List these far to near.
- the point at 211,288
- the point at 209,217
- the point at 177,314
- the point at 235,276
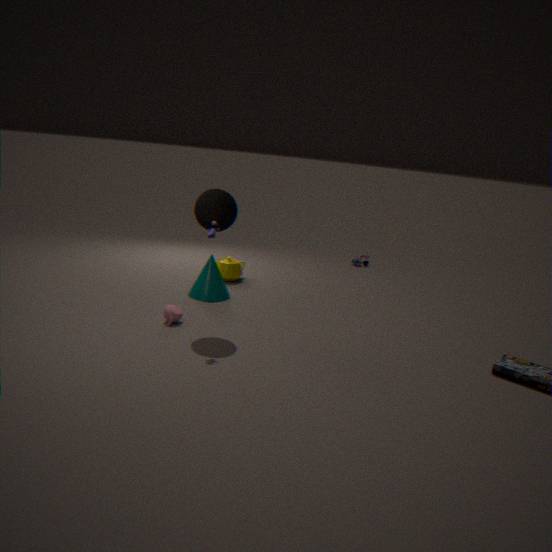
the point at 235,276 → the point at 211,288 → the point at 177,314 → the point at 209,217
